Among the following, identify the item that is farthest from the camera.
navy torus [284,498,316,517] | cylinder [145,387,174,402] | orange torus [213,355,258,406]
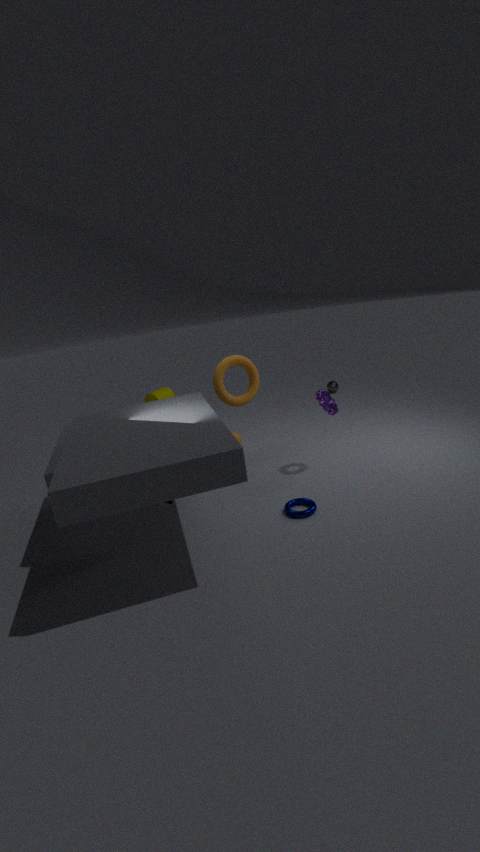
cylinder [145,387,174,402]
